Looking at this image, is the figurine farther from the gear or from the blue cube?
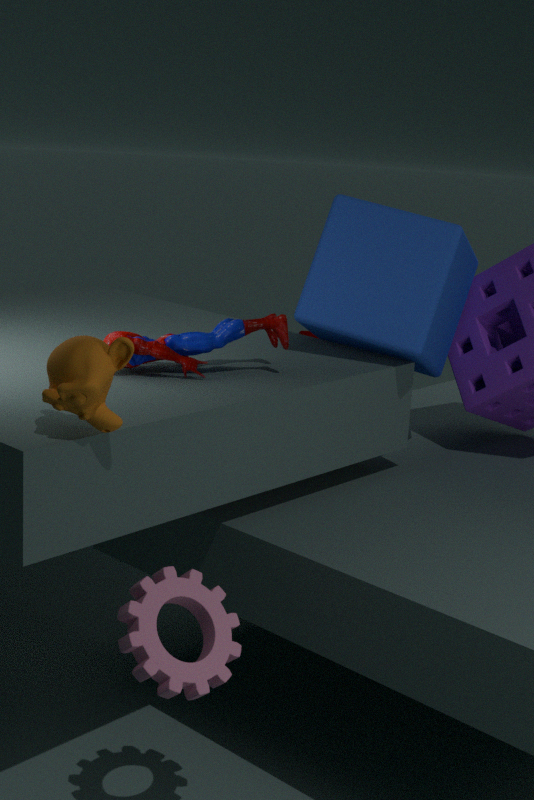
the gear
